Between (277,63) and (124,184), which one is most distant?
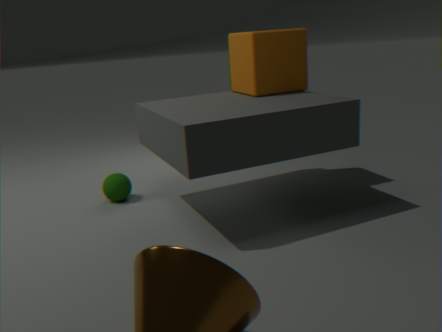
(124,184)
